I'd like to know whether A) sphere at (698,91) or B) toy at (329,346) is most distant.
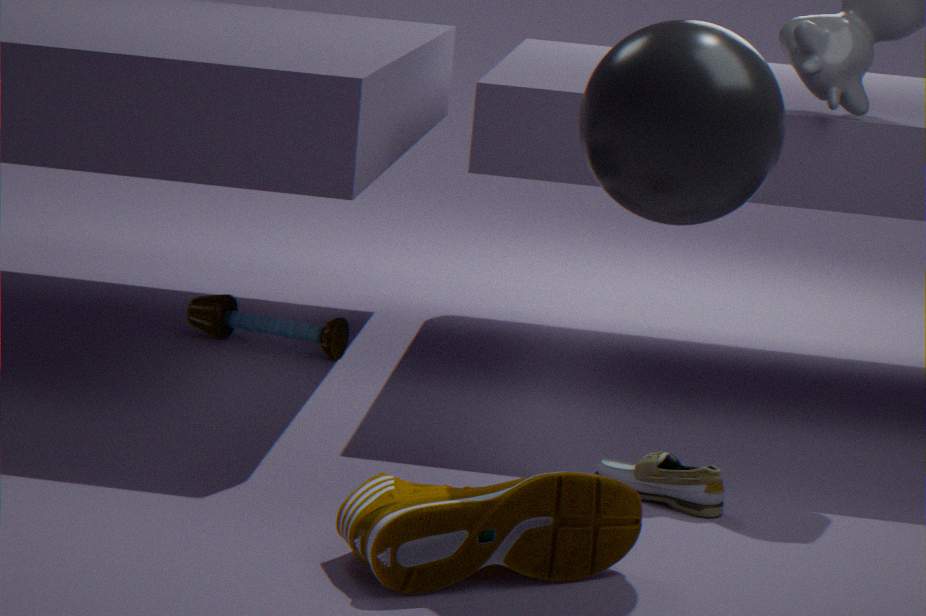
B. toy at (329,346)
